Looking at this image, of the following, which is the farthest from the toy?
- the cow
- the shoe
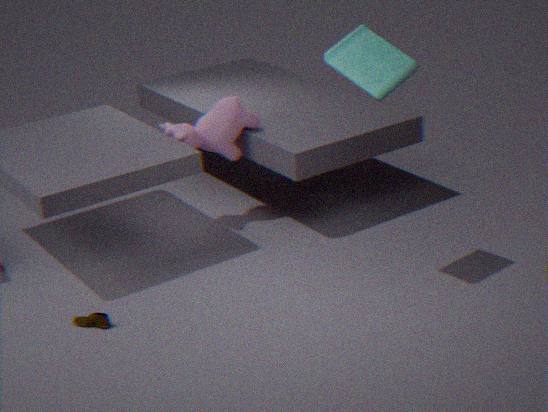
the shoe
